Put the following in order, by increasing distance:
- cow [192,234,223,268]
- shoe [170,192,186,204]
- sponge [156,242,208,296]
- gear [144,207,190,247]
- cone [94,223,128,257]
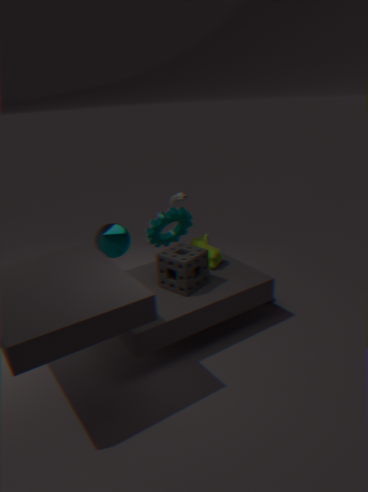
sponge [156,242,208,296] < cow [192,234,223,268] < gear [144,207,190,247] < cone [94,223,128,257] < shoe [170,192,186,204]
